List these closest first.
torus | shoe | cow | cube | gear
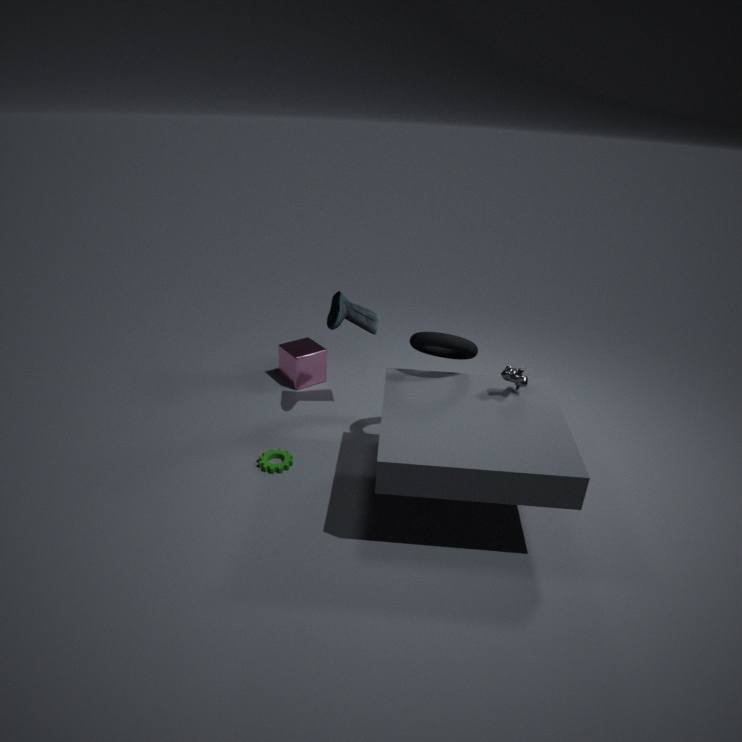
cow → torus → gear → shoe → cube
